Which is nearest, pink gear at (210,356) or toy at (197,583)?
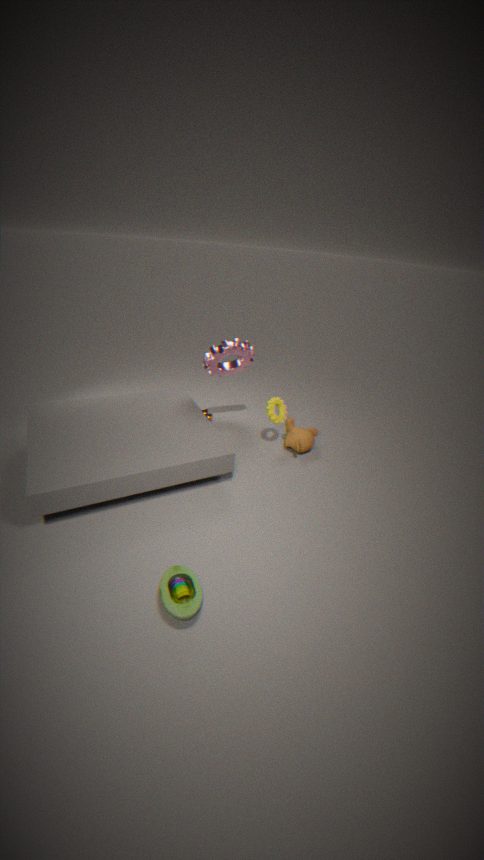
toy at (197,583)
